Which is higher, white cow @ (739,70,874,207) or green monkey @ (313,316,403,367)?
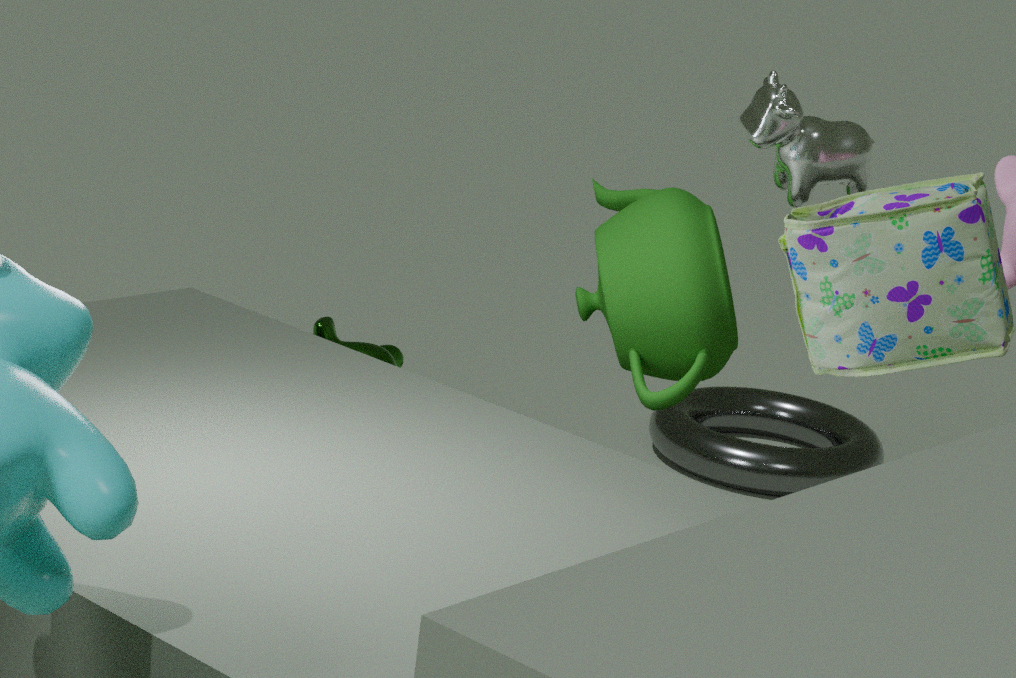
white cow @ (739,70,874,207)
